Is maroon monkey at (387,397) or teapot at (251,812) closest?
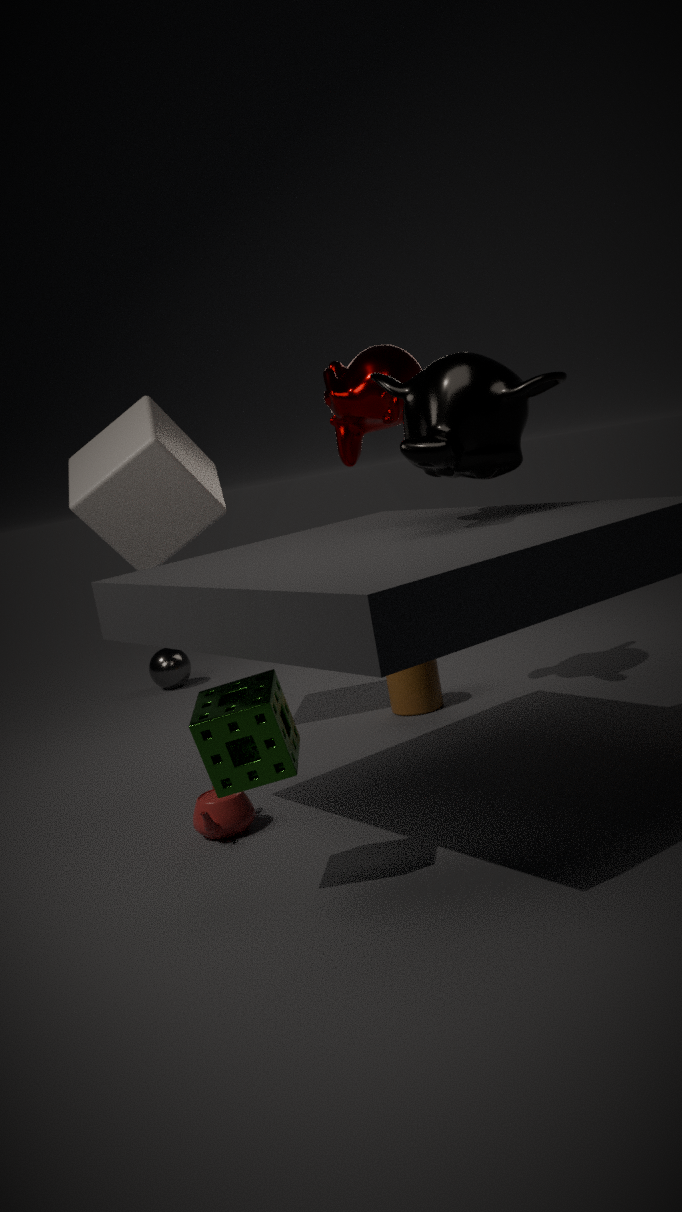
teapot at (251,812)
